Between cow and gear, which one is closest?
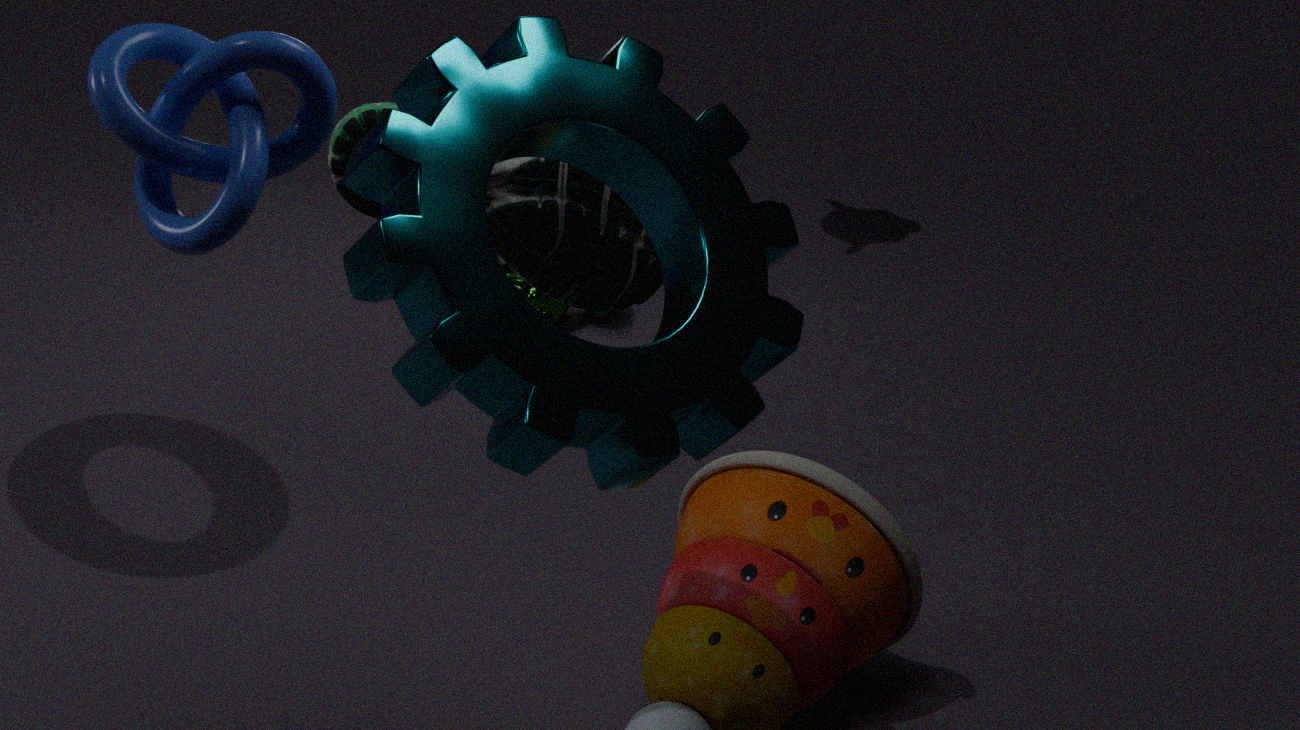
gear
